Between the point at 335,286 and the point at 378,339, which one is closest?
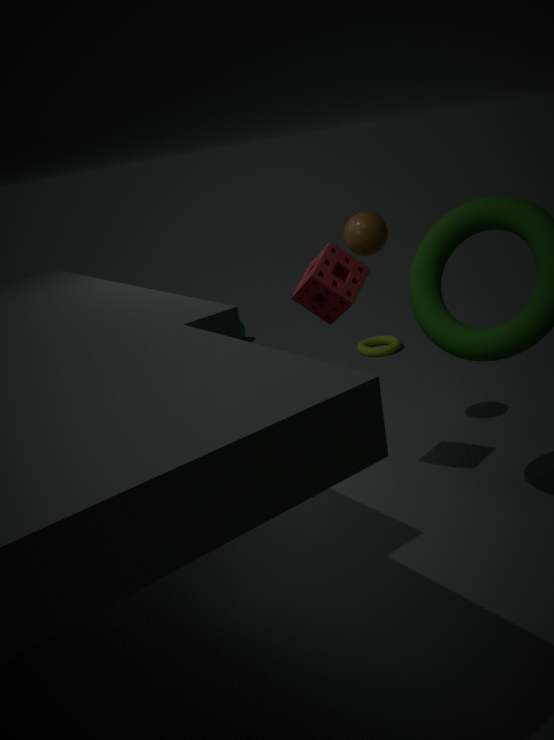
the point at 335,286
